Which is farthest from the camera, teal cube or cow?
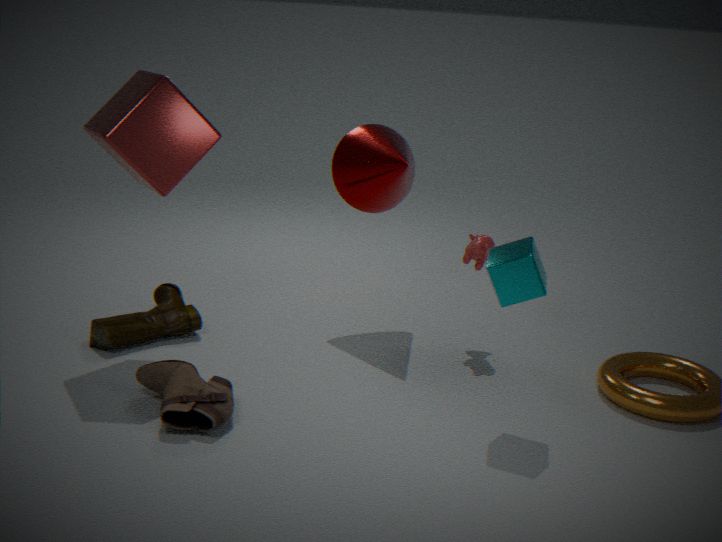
cow
